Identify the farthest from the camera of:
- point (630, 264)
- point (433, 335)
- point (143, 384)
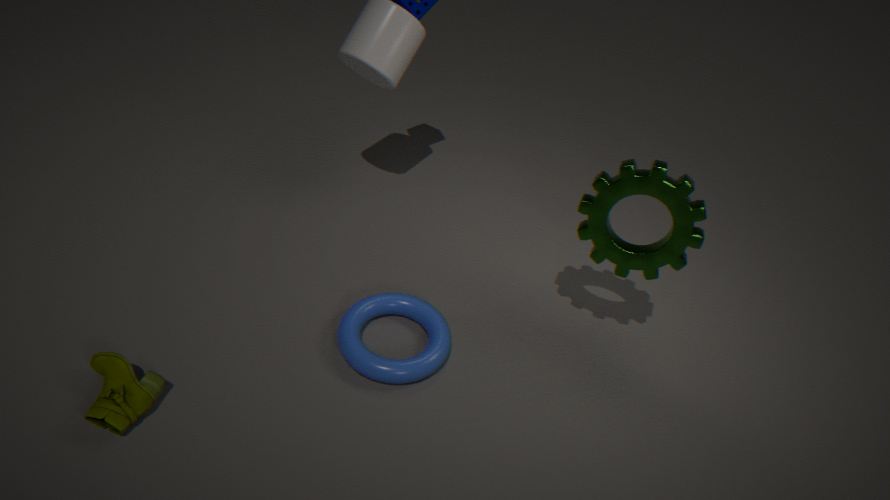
point (433, 335)
